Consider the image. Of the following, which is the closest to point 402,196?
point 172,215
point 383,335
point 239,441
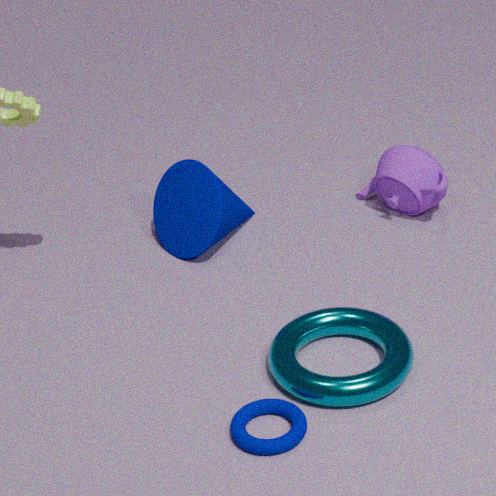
point 172,215
